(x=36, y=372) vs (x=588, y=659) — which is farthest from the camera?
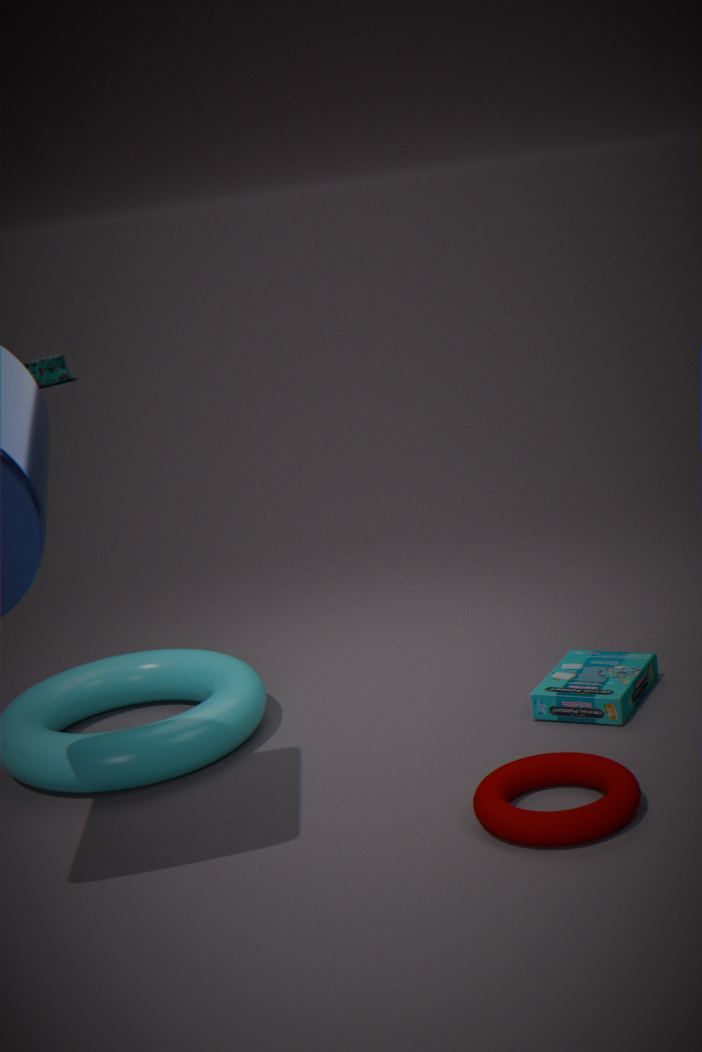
(x=36, y=372)
